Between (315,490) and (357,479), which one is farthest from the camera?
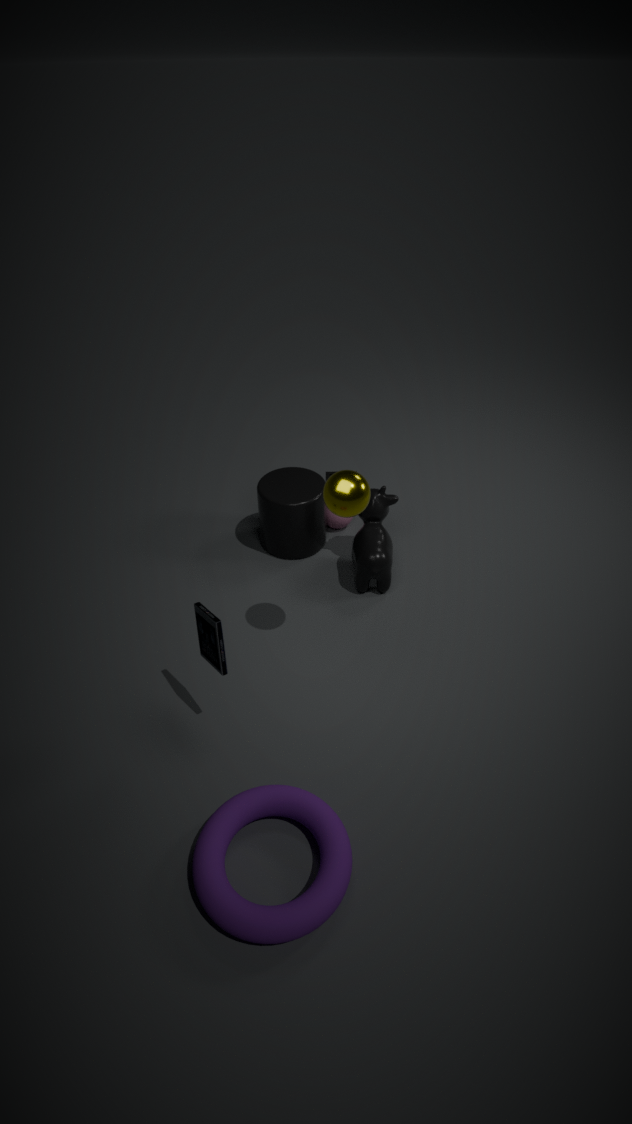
(315,490)
